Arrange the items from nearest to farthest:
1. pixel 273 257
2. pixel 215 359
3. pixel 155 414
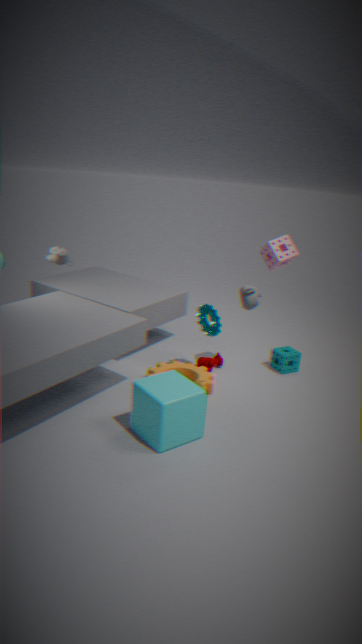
1. pixel 155 414
2. pixel 273 257
3. pixel 215 359
